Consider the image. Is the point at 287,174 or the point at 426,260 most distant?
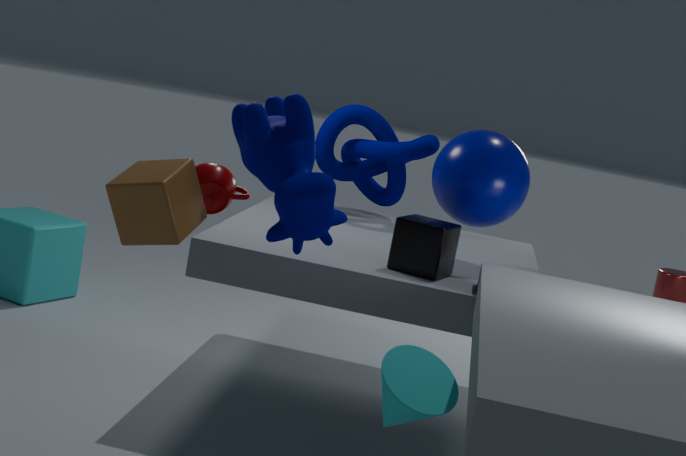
the point at 426,260
